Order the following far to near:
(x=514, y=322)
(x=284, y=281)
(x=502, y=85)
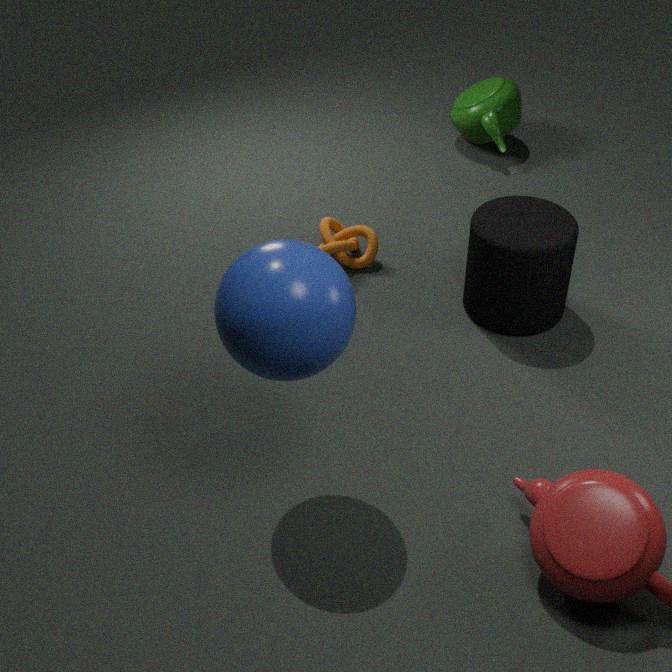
1. (x=502, y=85)
2. (x=514, y=322)
3. (x=284, y=281)
